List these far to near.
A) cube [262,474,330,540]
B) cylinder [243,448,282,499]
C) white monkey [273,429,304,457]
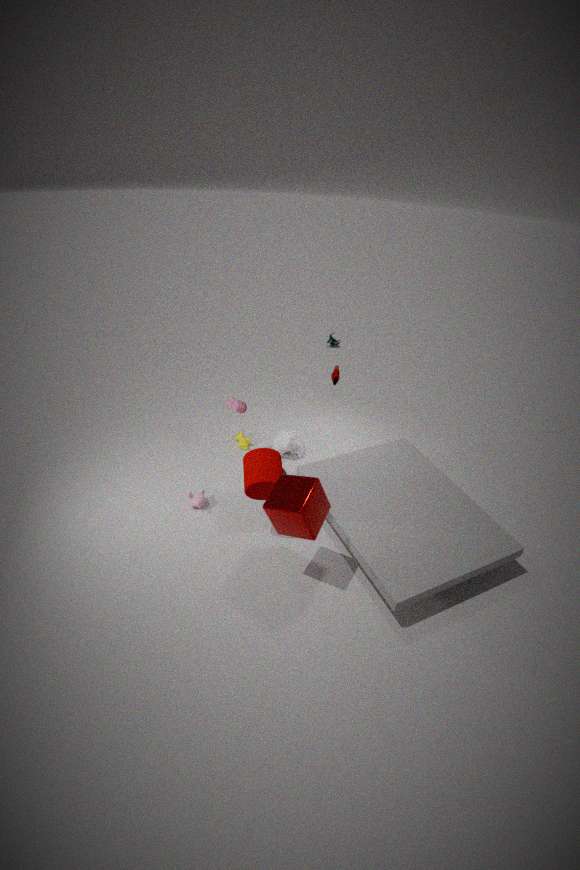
white monkey [273,429,304,457] < cylinder [243,448,282,499] < cube [262,474,330,540]
